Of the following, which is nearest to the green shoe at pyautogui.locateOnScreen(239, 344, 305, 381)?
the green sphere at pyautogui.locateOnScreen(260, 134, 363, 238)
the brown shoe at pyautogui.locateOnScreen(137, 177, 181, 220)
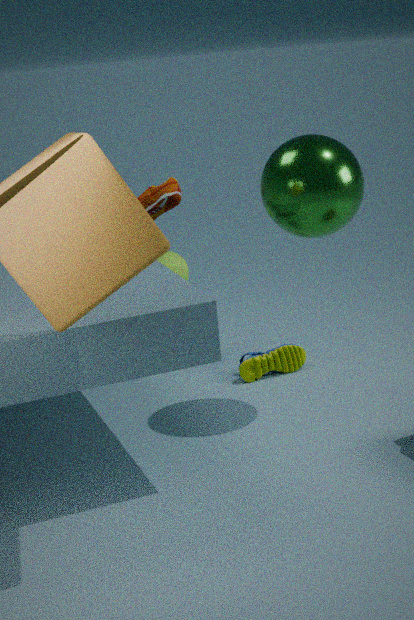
the green sphere at pyautogui.locateOnScreen(260, 134, 363, 238)
